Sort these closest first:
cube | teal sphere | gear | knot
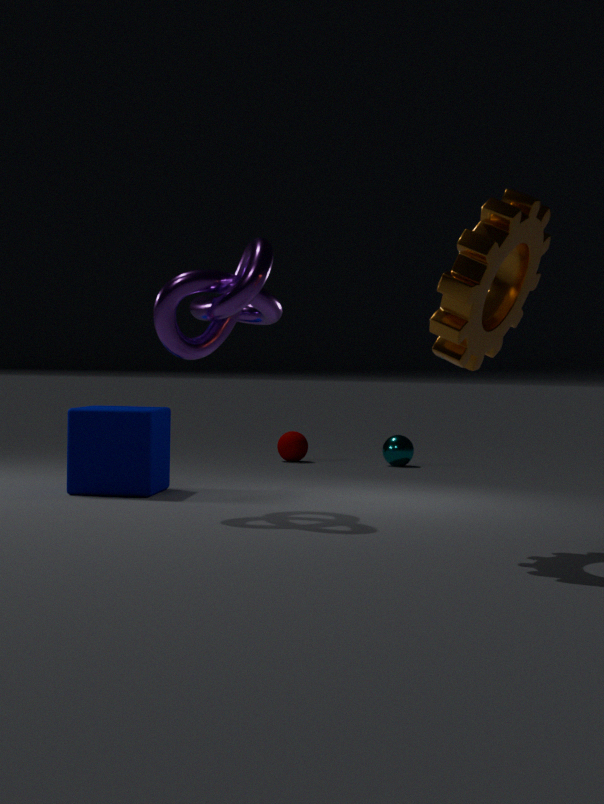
1. gear
2. knot
3. cube
4. teal sphere
